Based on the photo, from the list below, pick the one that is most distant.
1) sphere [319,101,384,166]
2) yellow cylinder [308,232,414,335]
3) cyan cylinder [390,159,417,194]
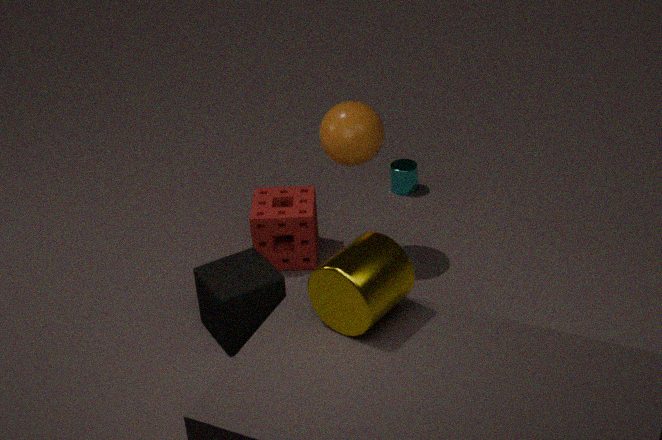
3. cyan cylinder [390,159,417,194]
